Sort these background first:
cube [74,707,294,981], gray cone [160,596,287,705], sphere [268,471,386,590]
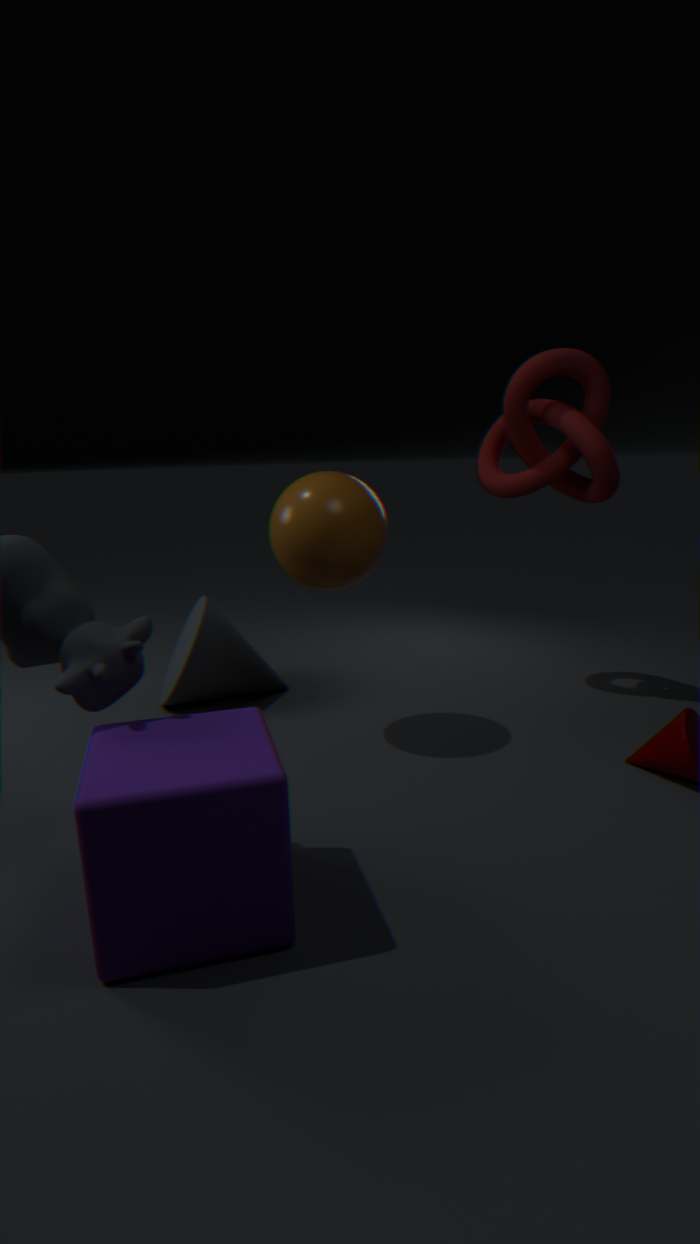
gray cone [160,596,287,705] → sphere [268,471,386,590] → cube [74,707,294,981]
